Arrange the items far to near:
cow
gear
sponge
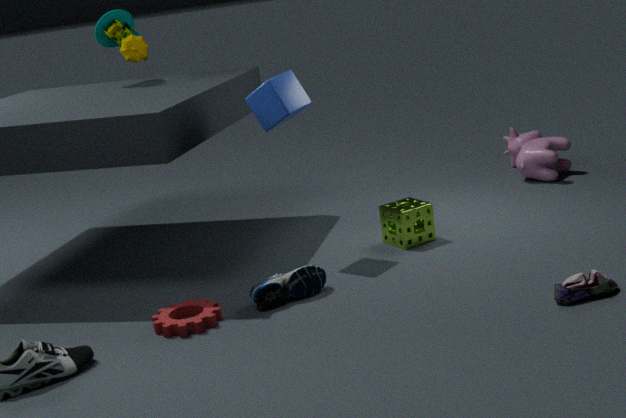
cow < sponge < gear
